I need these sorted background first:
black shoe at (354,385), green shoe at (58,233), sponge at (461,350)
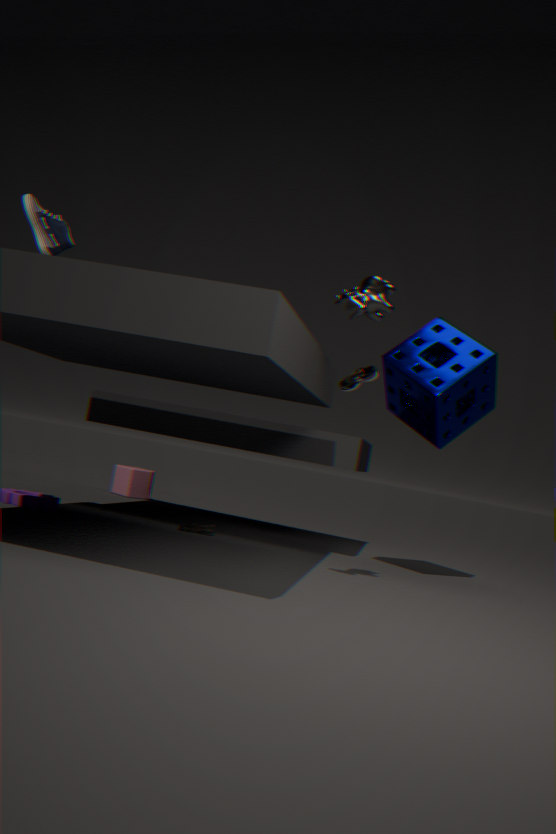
black shoe at (354,385), sponge at (461,350), green shoe at (58,233)
